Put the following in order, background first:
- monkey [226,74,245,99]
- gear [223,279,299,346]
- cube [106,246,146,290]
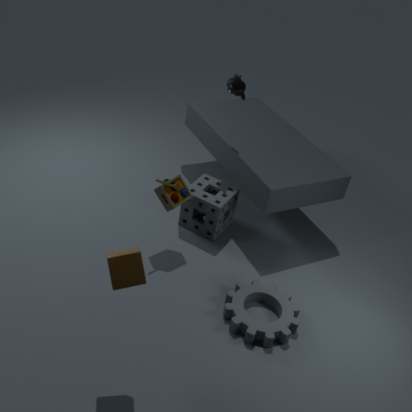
monkey [226,74,245,99] < gear [223,279,299,346] < cube [106,246,146,290]
